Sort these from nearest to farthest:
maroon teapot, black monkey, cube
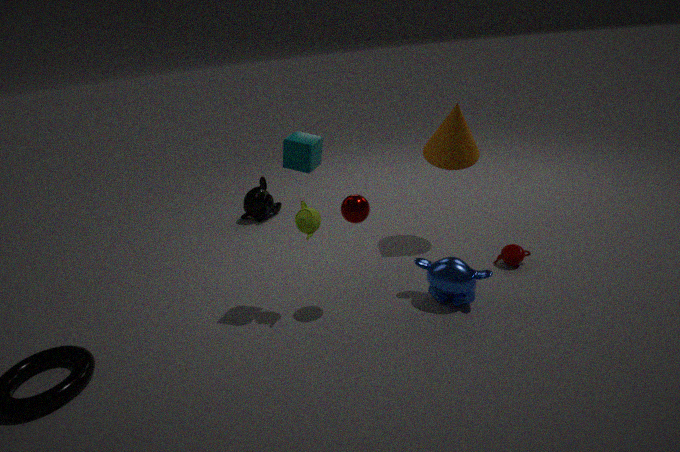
cube, maroon teapot, black monkey
